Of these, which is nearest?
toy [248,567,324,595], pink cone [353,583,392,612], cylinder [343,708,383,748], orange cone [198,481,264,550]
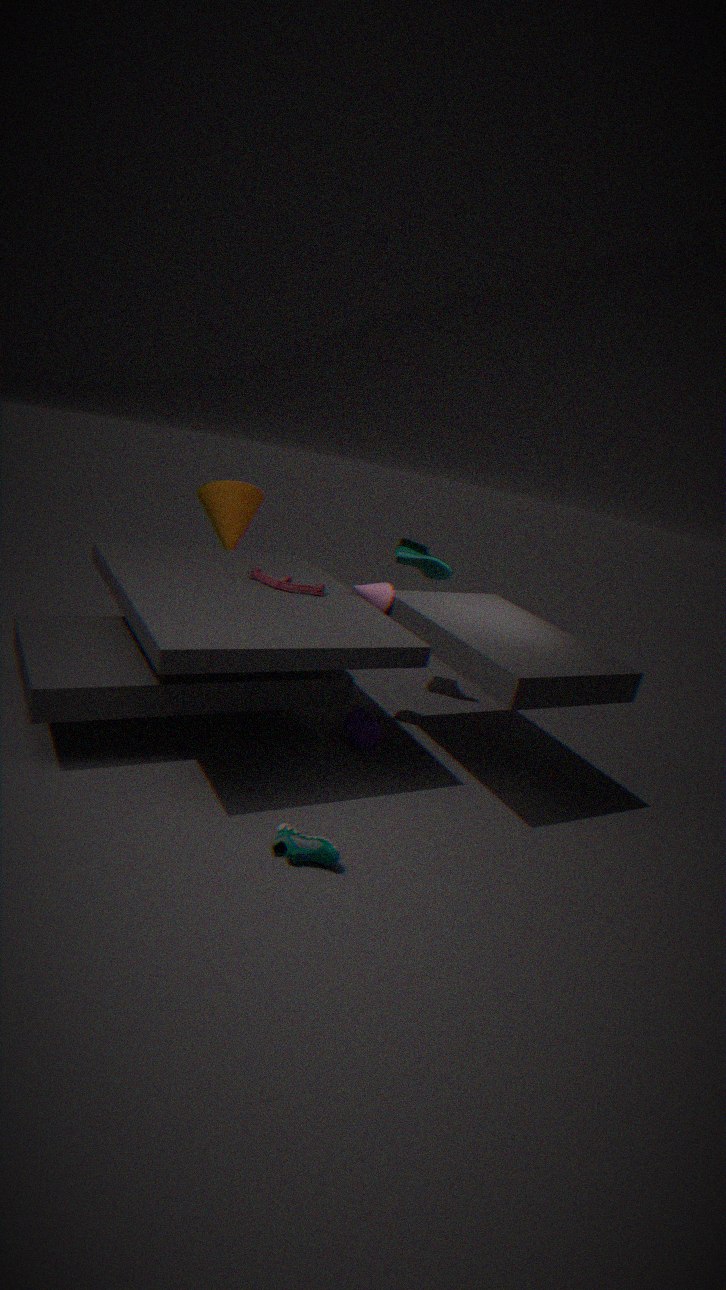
toy [248,567,324,595]
